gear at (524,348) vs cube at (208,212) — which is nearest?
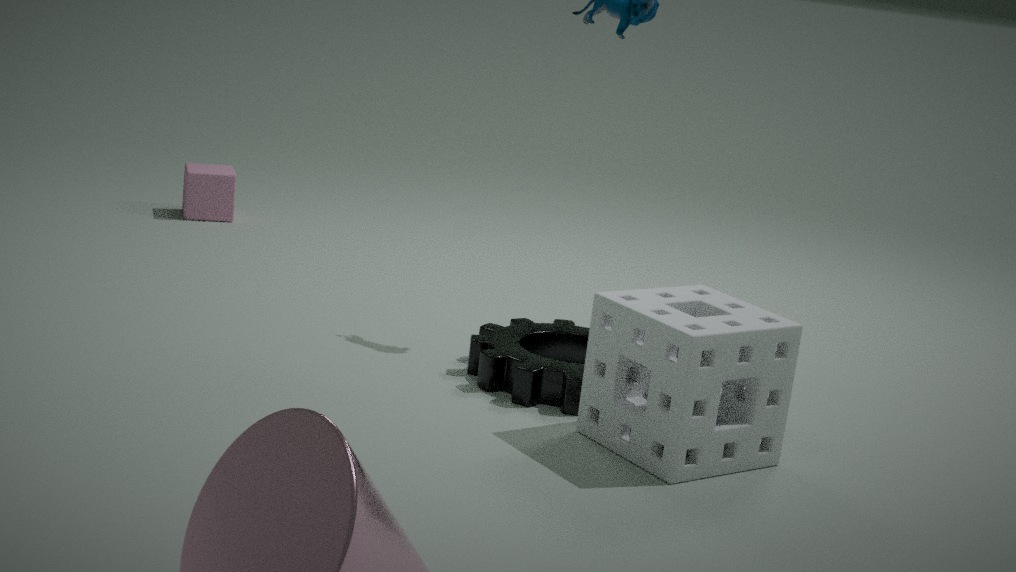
gear at (524,348)
